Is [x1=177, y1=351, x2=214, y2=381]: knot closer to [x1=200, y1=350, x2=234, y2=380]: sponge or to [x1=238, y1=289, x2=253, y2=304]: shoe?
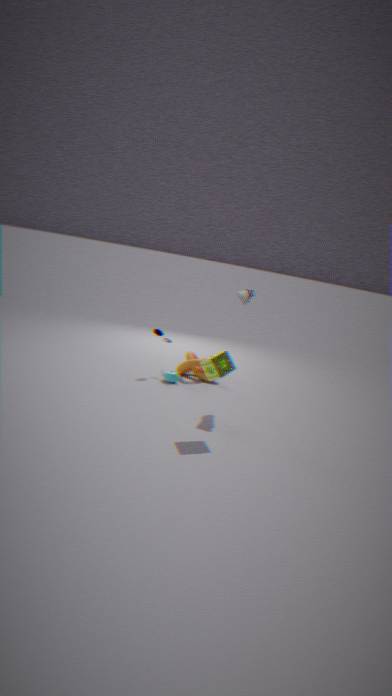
[x1=238, y1=289, x2=253, y2=304]: shoe
